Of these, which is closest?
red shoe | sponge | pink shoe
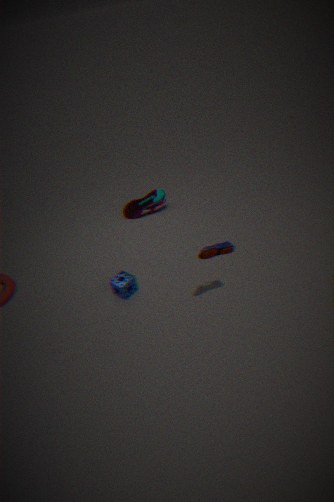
red shoe
